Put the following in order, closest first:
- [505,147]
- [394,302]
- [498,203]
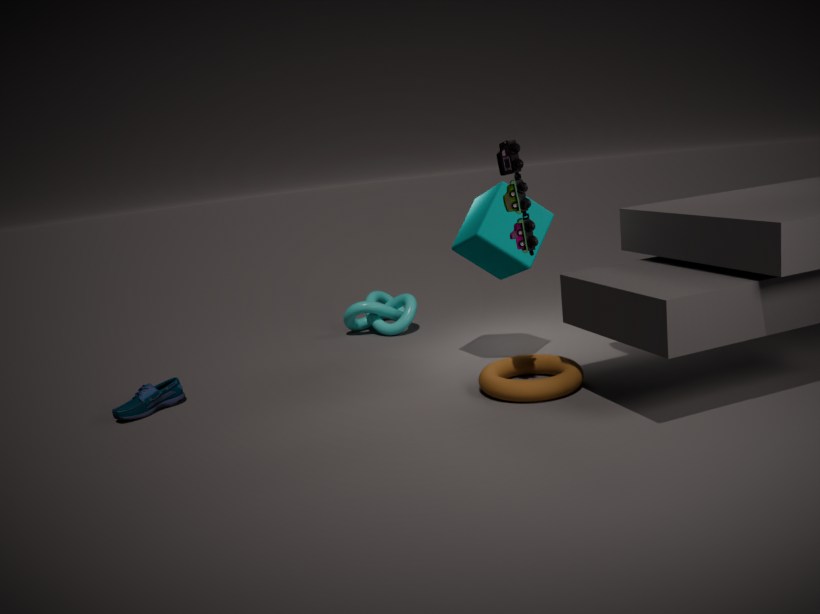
1. [505,147]
2. [498,203]
3. [394,302]
